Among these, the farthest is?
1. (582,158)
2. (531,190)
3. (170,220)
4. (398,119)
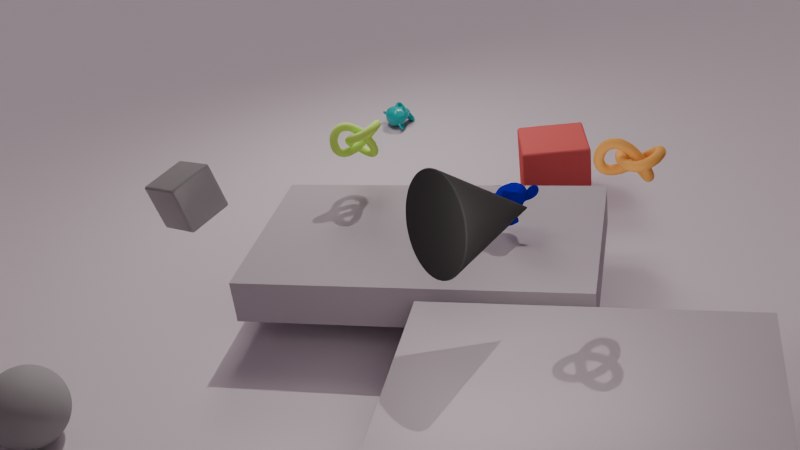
(398,119)
